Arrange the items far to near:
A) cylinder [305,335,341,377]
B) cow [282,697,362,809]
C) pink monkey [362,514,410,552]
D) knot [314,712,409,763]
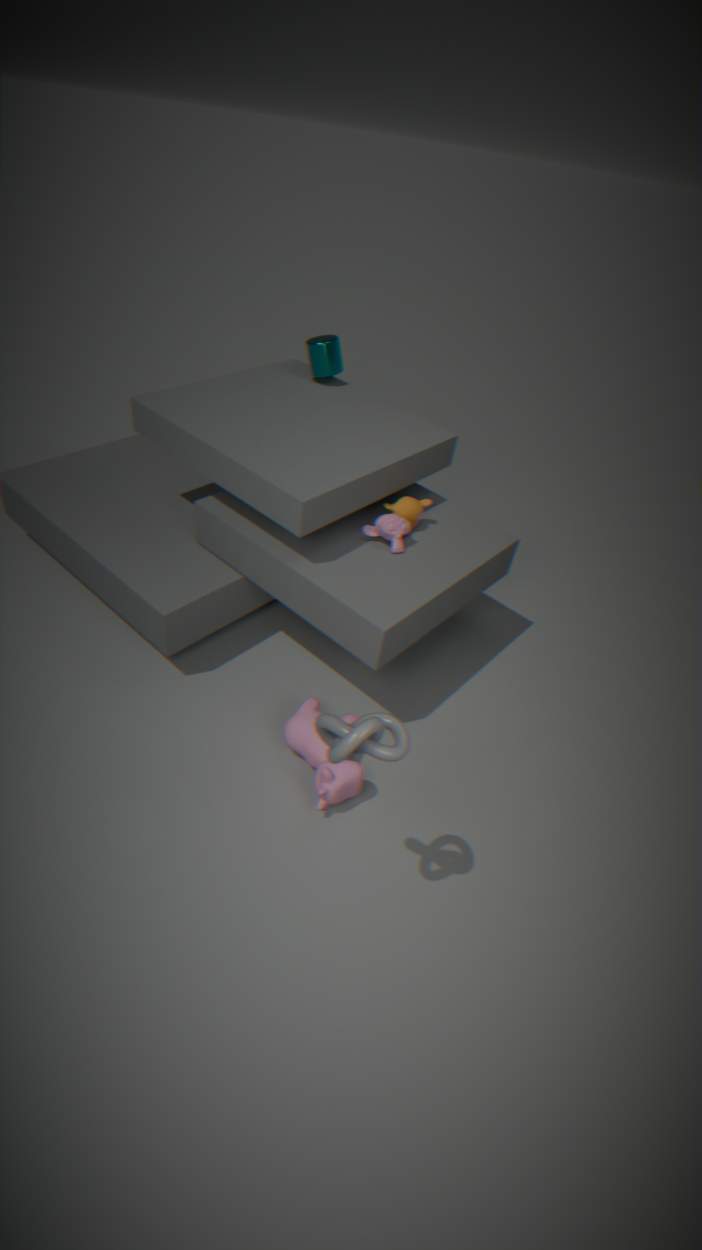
cylinder [305,335,341,377] < pink monkey [362,514,410,552] < cow [282,697,362,809] < knot [314,712,409,763]
